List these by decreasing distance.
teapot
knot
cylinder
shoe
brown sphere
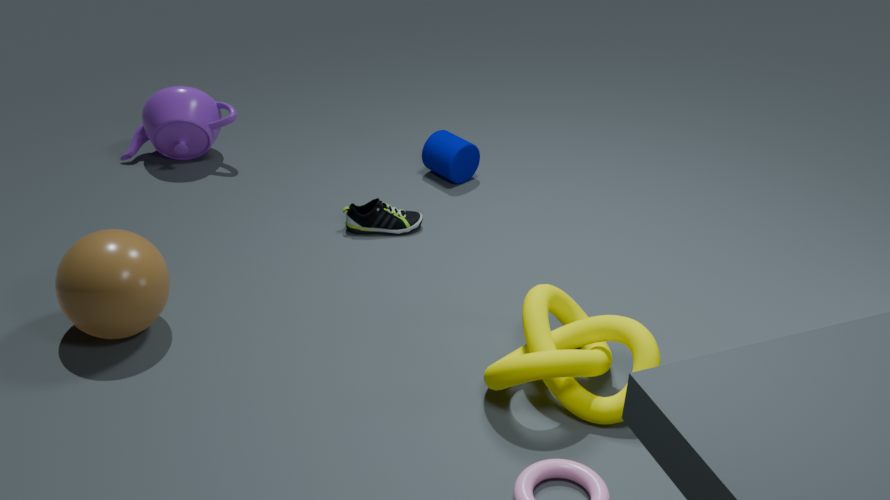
cylinder < teapot < shoe < brown sphere < knot
